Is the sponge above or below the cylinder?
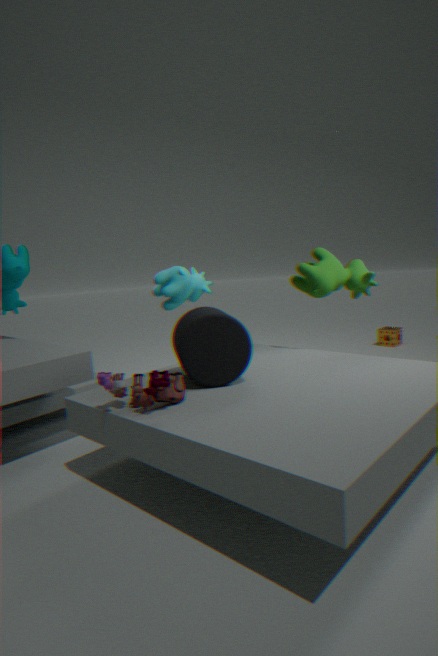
below
